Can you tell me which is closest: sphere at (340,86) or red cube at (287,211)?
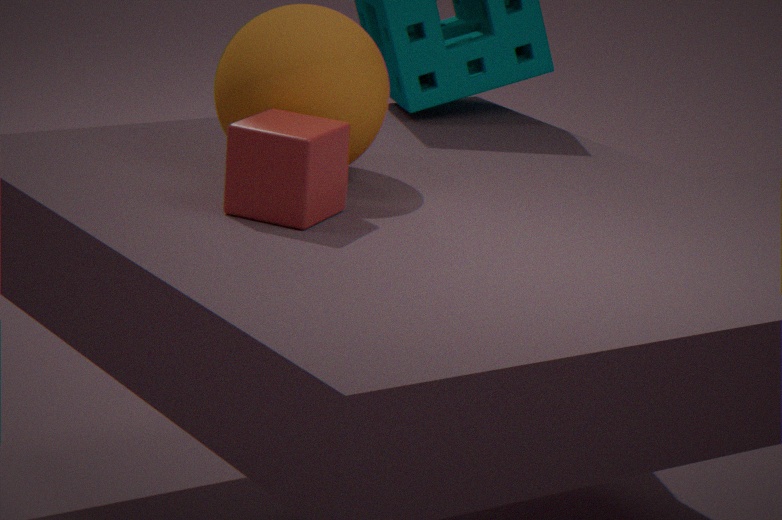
red cube at (287,211)
